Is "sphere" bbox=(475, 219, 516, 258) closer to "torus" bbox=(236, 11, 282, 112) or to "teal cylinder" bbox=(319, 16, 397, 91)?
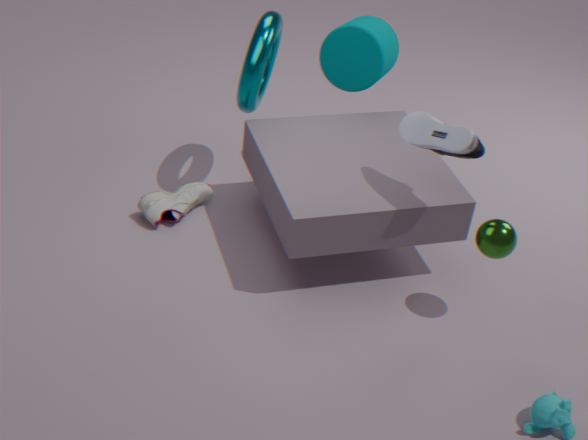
"teal cylinder" bbox=(319, 16, 397, 91)
